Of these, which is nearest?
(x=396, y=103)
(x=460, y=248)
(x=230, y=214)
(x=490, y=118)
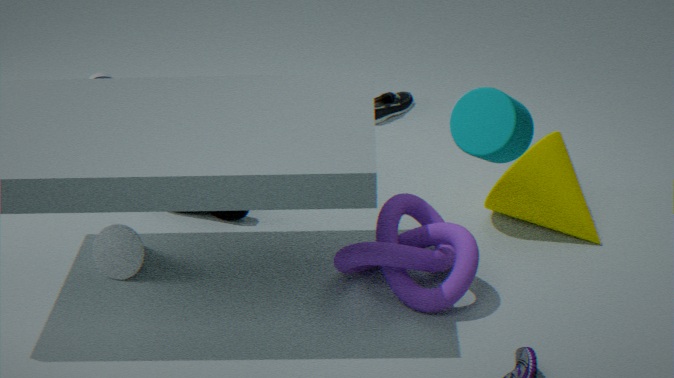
(x=490, y=118)
